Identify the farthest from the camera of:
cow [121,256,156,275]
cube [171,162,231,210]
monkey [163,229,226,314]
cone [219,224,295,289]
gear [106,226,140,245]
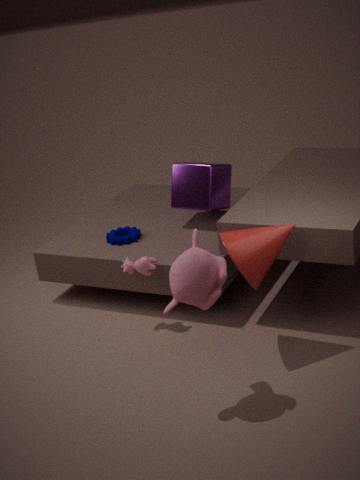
gear [106,226,140,245]
